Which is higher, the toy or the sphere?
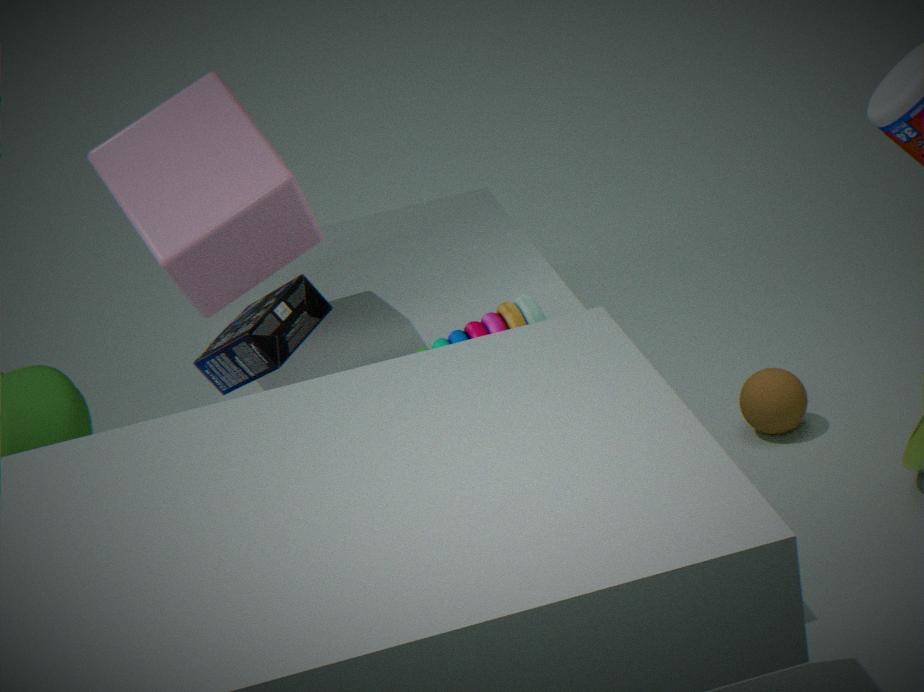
the toy
